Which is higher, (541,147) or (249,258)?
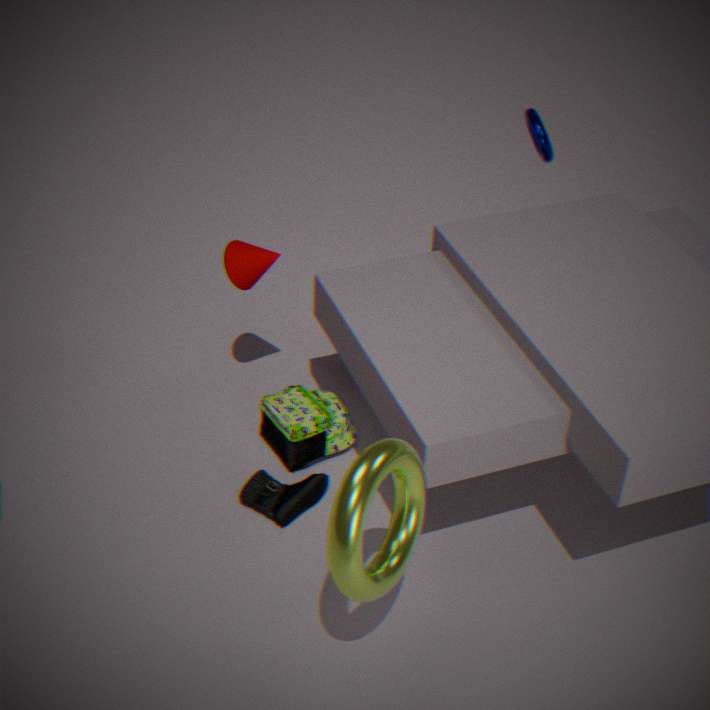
(541,147)
